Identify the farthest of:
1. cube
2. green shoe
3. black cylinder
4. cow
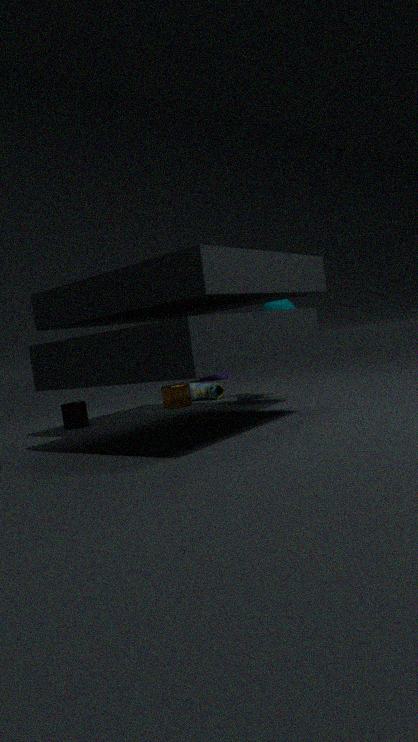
green shoe
